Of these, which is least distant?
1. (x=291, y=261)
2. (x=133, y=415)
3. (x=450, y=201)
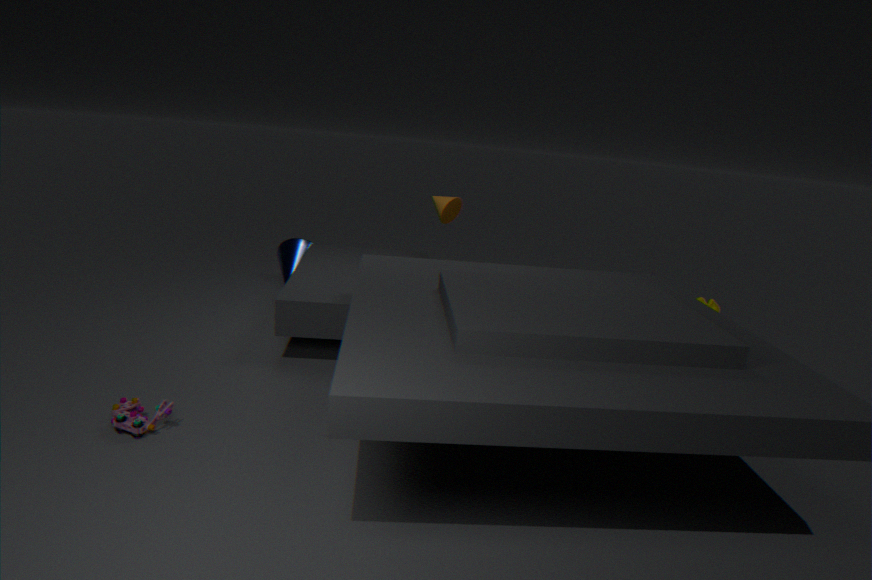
(x=133, y=415)
